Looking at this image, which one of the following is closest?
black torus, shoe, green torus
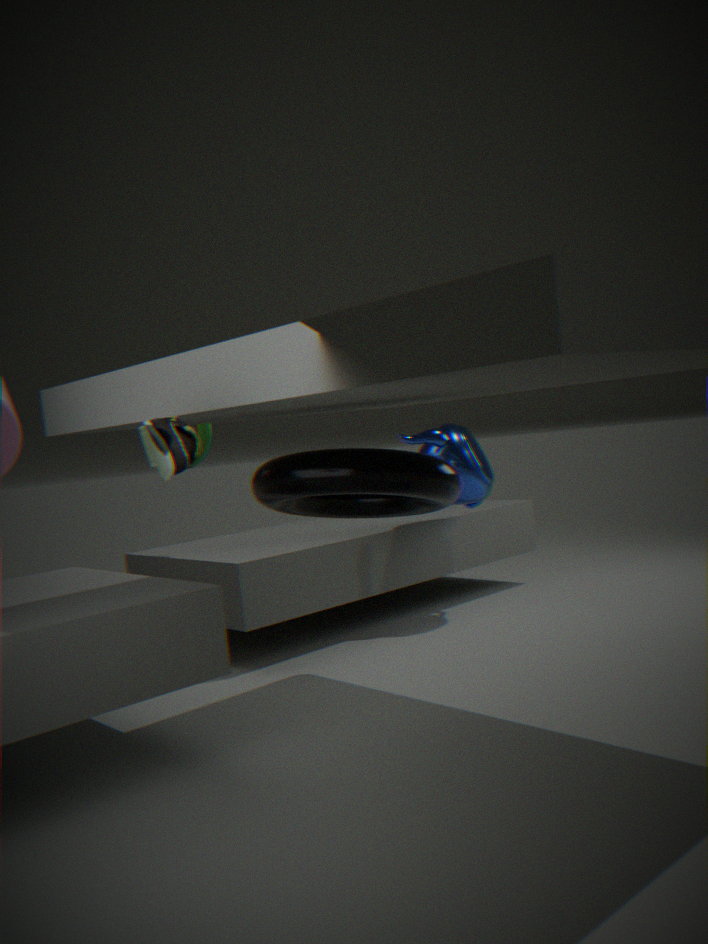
shoe
